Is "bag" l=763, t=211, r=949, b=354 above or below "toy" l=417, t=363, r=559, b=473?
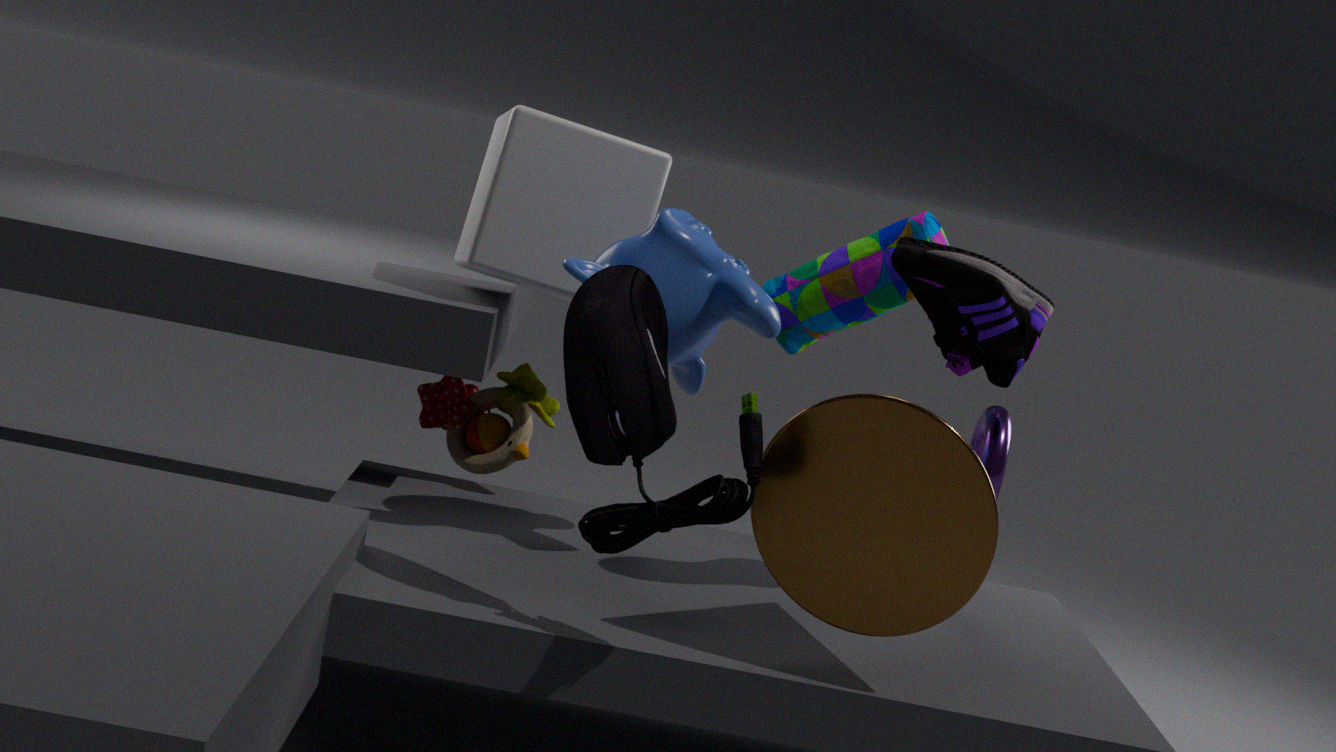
above
